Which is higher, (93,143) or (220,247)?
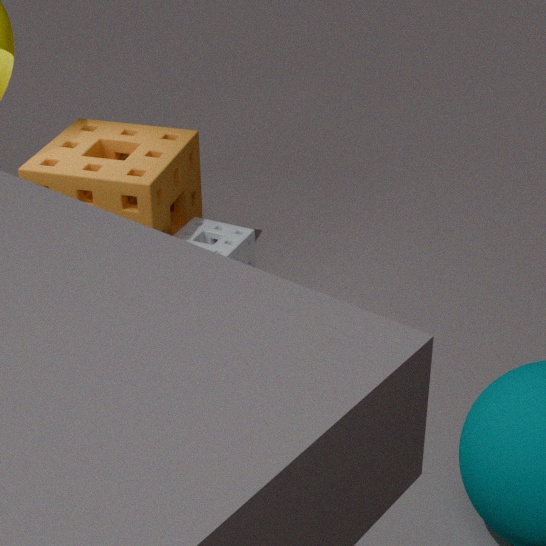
(93,143)
